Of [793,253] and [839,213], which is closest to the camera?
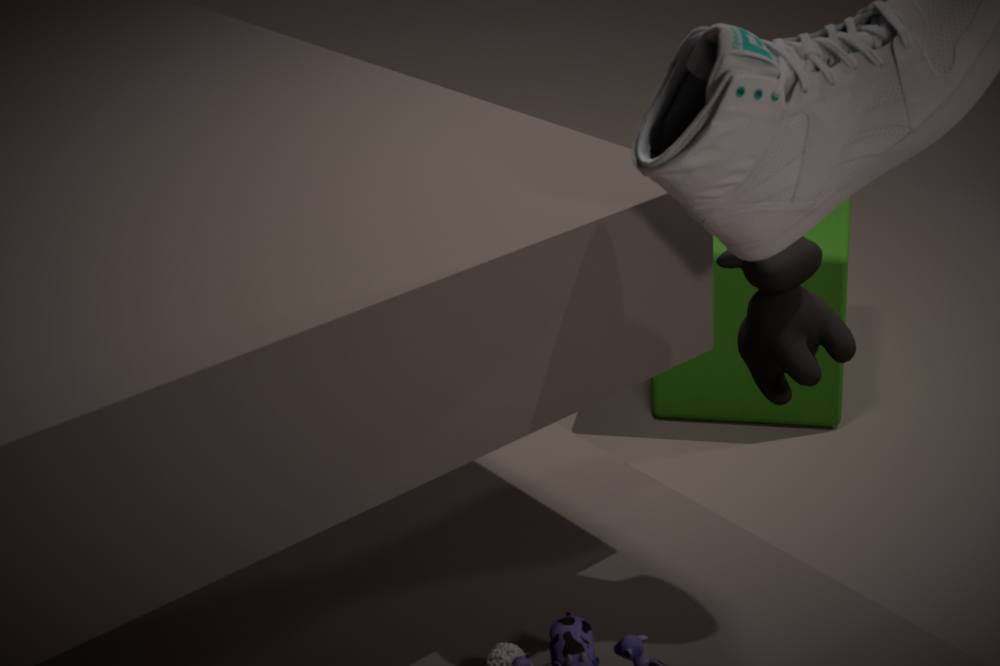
[793,253]
